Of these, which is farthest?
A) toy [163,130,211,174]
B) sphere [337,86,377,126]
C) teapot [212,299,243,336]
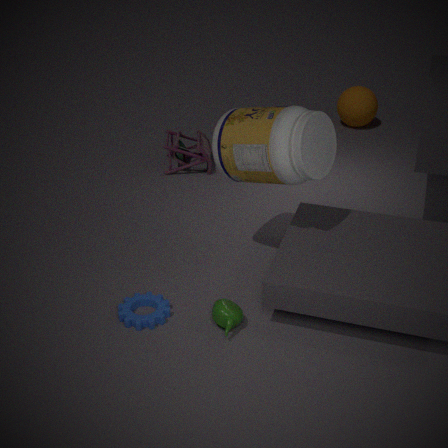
sphere [337,86,377,126]
